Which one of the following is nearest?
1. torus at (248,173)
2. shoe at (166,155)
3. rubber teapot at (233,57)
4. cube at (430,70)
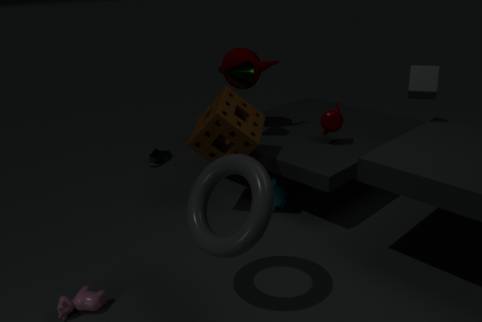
torus at (248,173)
